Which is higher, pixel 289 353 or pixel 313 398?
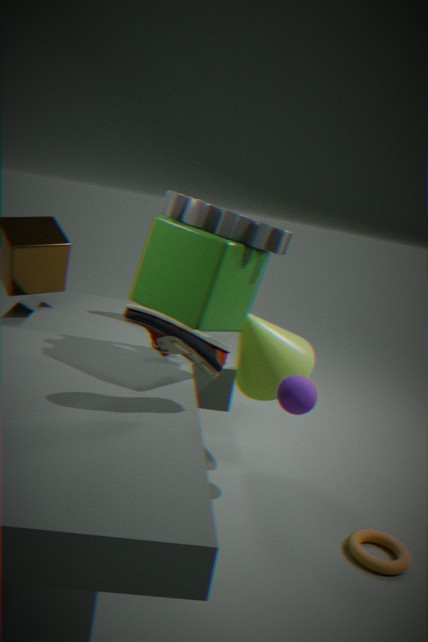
pixel 289 353
